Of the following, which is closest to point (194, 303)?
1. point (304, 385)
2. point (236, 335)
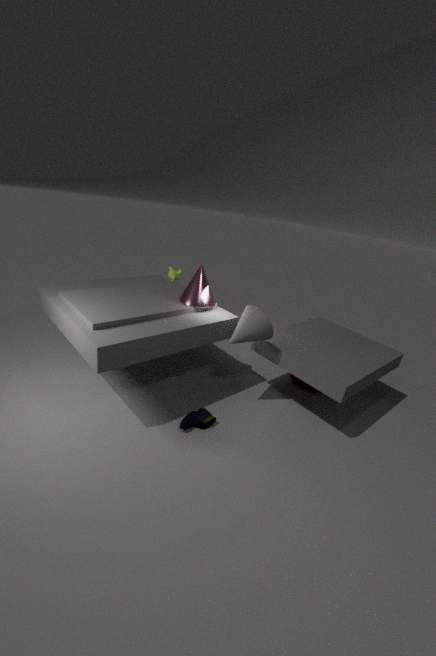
point (236, 335)
